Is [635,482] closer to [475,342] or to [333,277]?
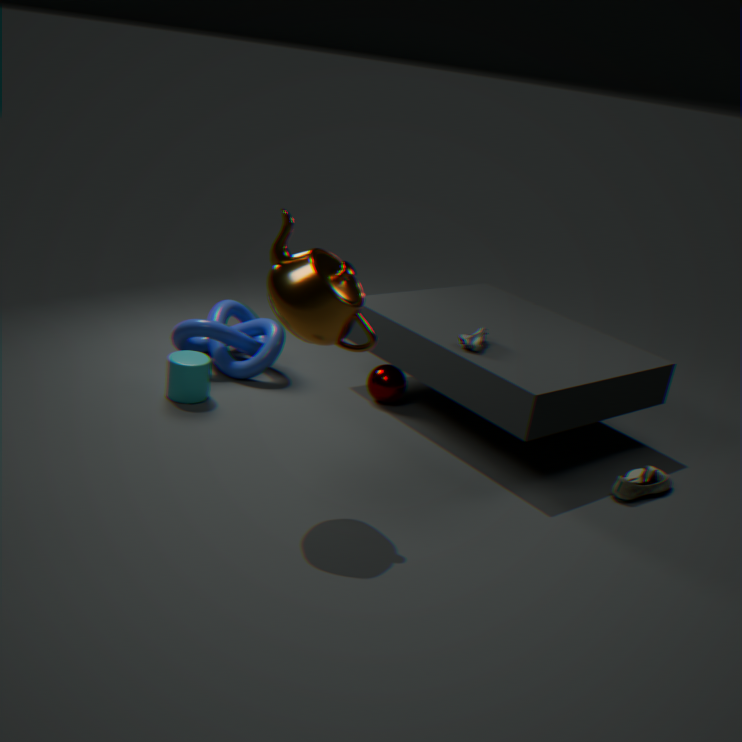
[475,342]
